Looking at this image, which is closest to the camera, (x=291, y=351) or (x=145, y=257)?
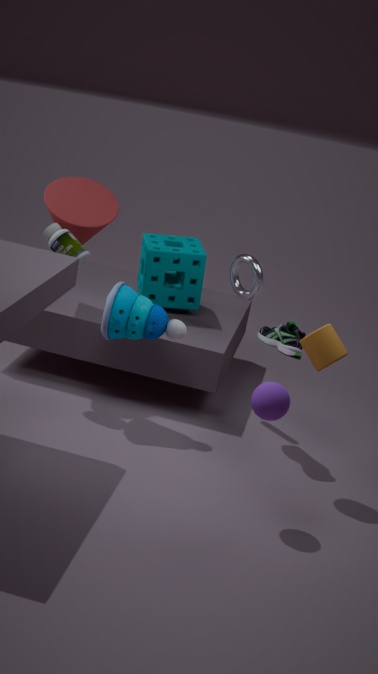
(x=291, y=351)
